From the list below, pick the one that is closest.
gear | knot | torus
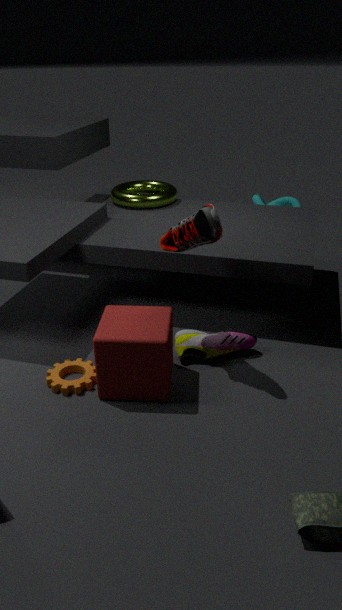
gear
